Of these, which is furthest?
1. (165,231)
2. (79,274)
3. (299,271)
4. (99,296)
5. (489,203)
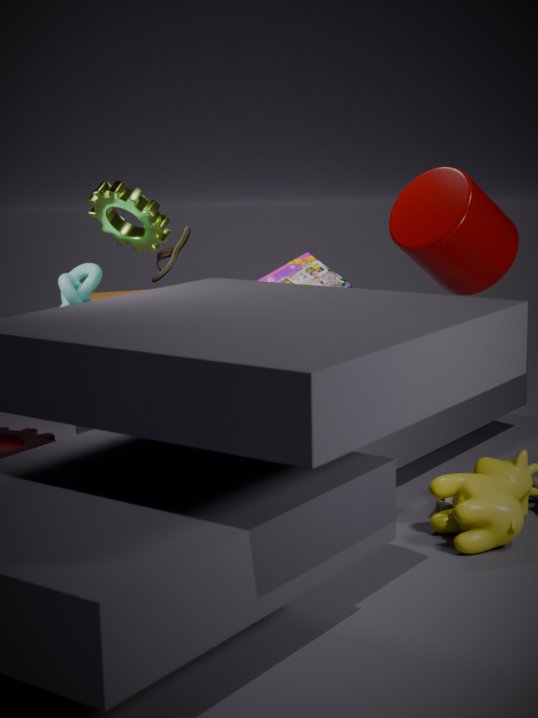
(299,271)
